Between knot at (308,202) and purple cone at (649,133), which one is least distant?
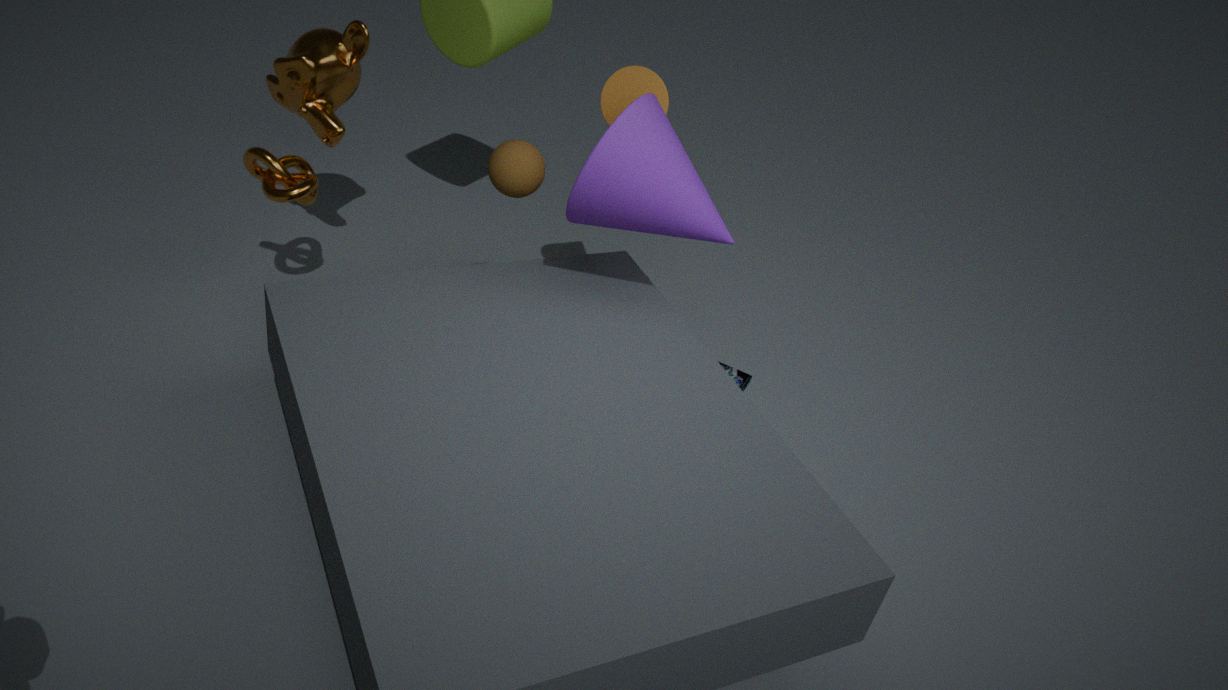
purple cone at (649,133)
